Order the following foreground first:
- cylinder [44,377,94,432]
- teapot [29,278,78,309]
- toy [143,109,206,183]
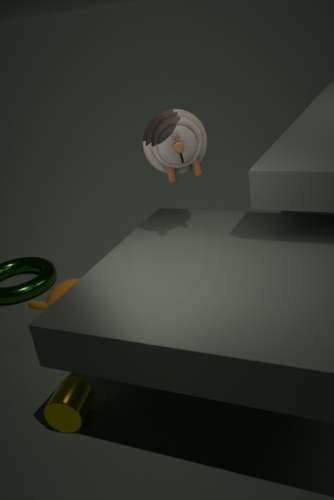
1. toy [143,109,206,183]
2. cylinder [44,377,94,432]
3. teapot [29,278,78,309]
